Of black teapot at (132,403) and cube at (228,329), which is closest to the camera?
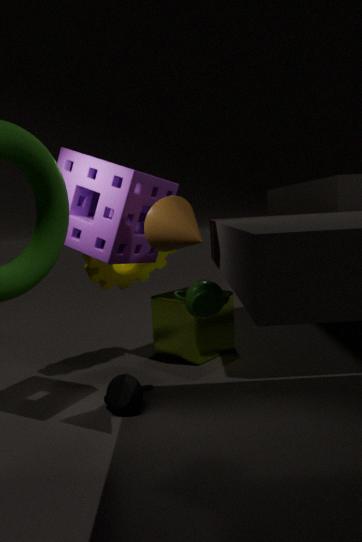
black teapot at (132,403)
